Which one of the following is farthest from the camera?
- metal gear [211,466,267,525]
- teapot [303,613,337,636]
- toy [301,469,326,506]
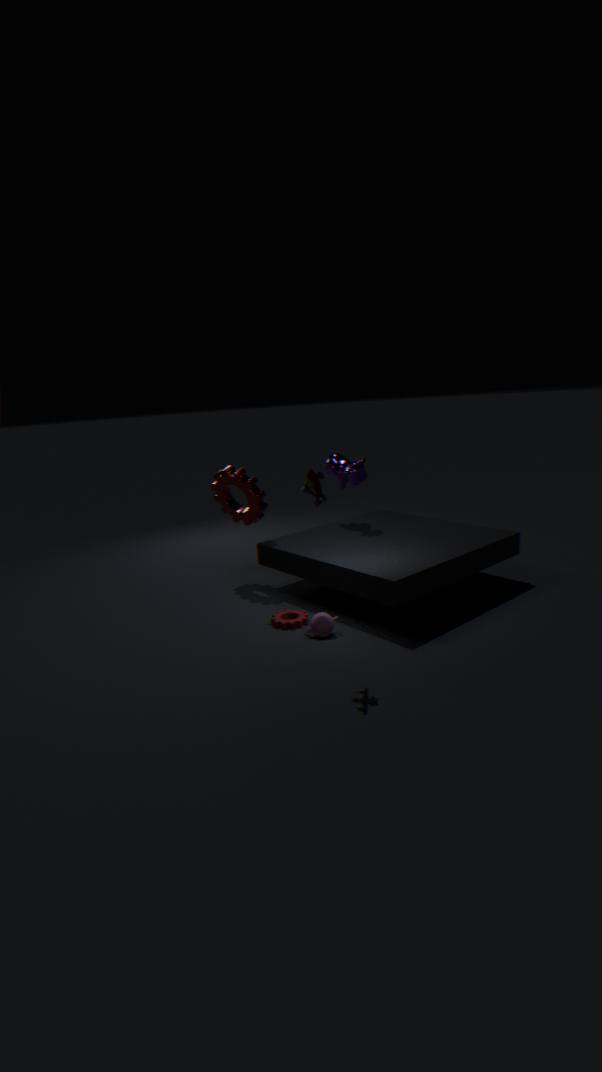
metal gear [211,466,267,525]
